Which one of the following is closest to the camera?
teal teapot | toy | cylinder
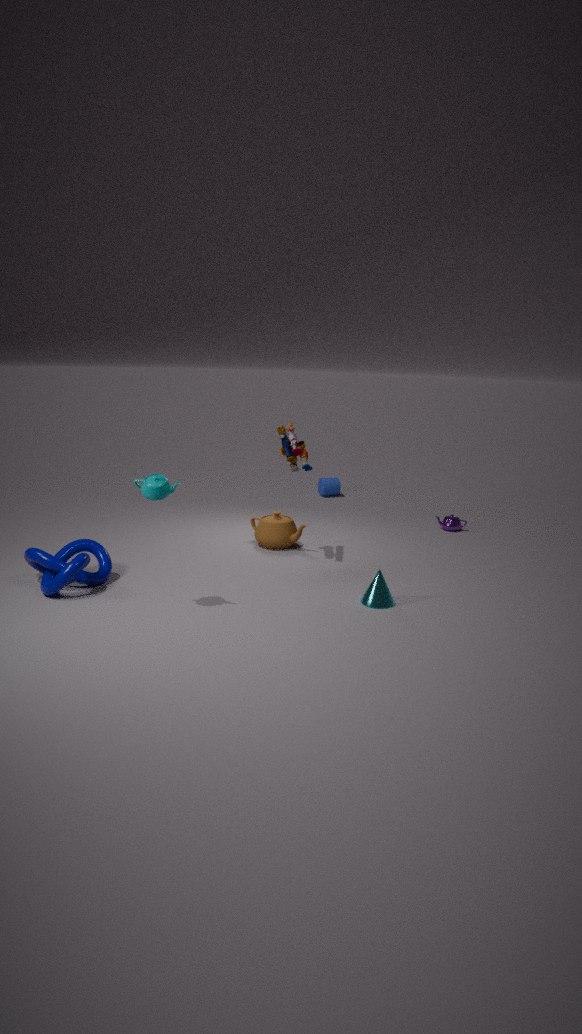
teal teapot
